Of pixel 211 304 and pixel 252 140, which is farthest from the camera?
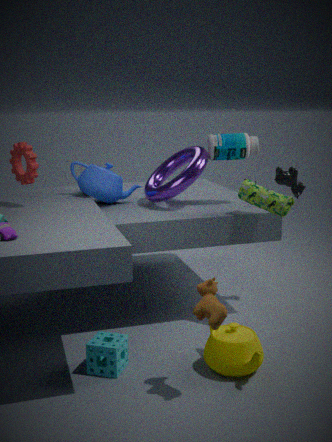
pixel 252 140
